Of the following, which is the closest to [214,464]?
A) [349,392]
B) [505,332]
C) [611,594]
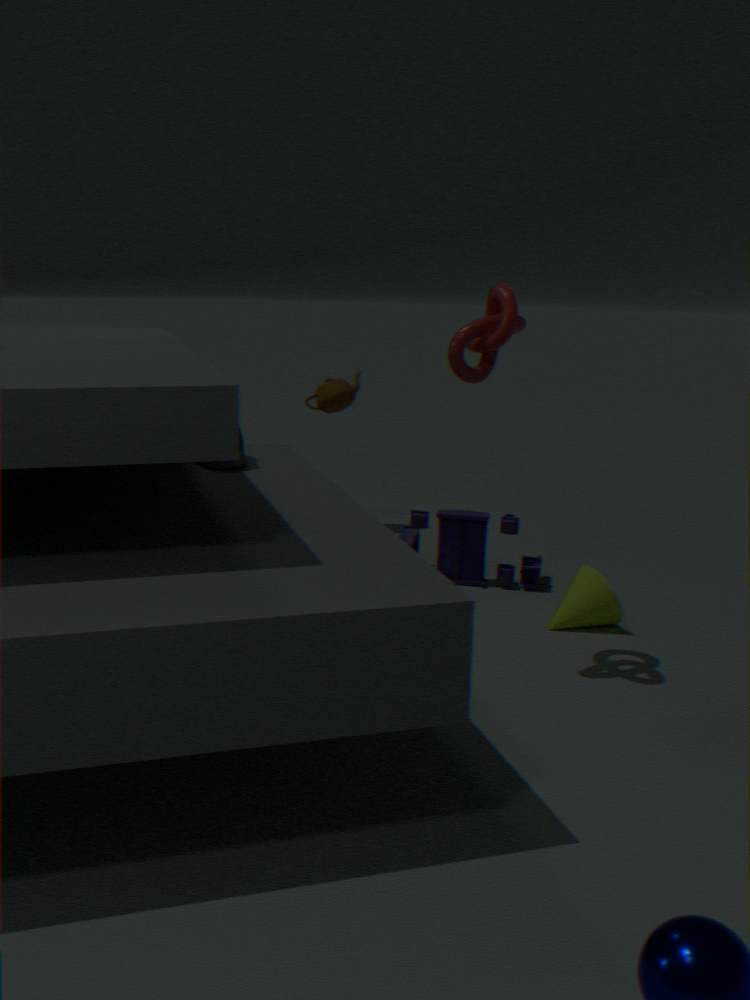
[505,332]
